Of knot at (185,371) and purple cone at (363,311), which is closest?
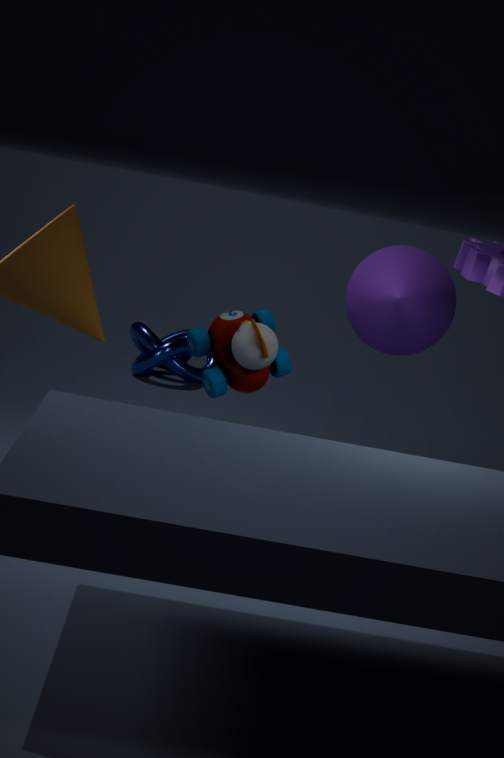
purple cone at (363,311)
